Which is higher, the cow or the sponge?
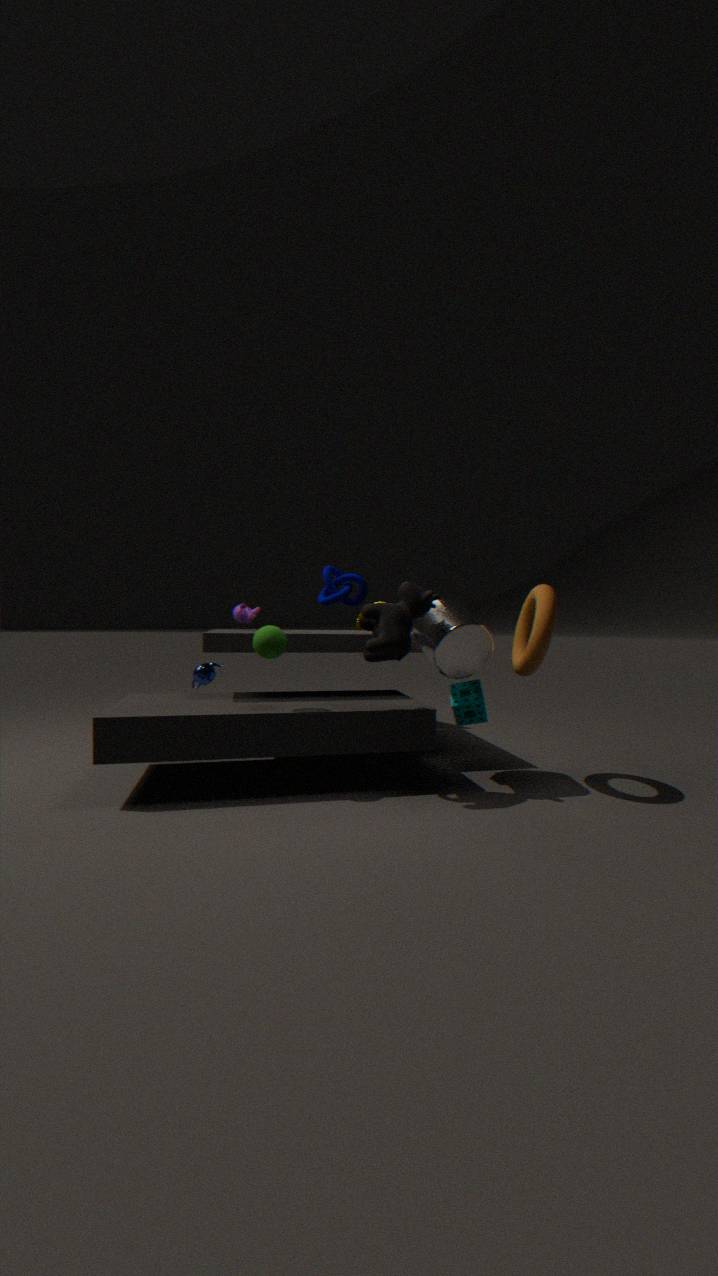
the cow
